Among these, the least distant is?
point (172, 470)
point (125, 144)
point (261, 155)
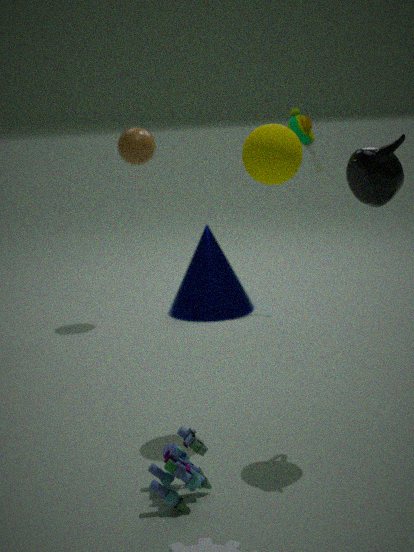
point (172, 470)
